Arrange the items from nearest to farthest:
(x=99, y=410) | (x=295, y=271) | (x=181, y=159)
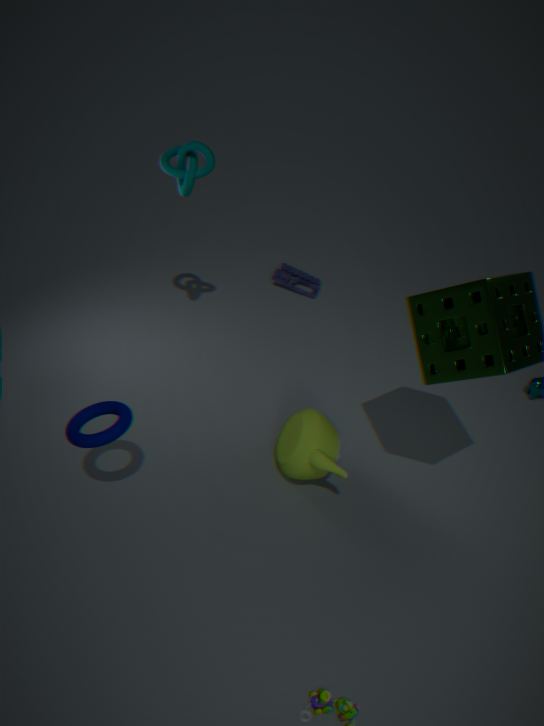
(x=99, y=410) < (x=181, y=159) < (x=295, y=271)
